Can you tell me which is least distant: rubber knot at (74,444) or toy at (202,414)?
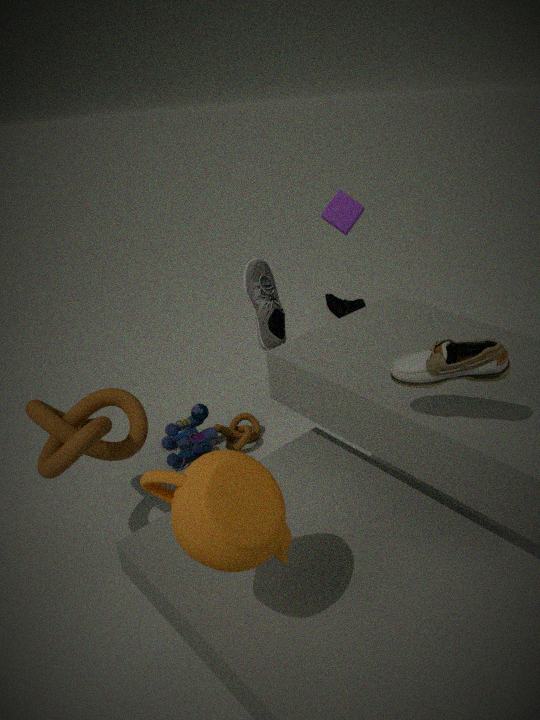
rubber knot at (74,444)
